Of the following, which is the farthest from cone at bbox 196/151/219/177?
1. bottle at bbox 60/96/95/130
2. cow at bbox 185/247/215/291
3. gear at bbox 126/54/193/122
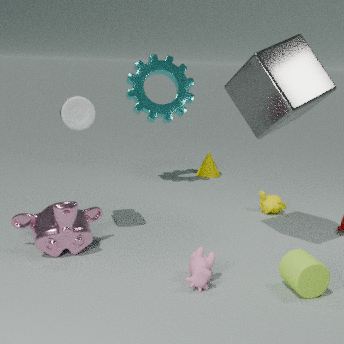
cow at bbox 185/247/215/291
